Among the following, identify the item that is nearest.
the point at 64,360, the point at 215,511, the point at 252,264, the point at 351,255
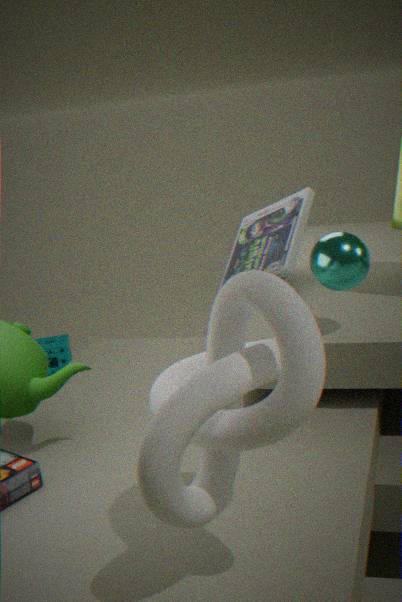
the point at 215,511
